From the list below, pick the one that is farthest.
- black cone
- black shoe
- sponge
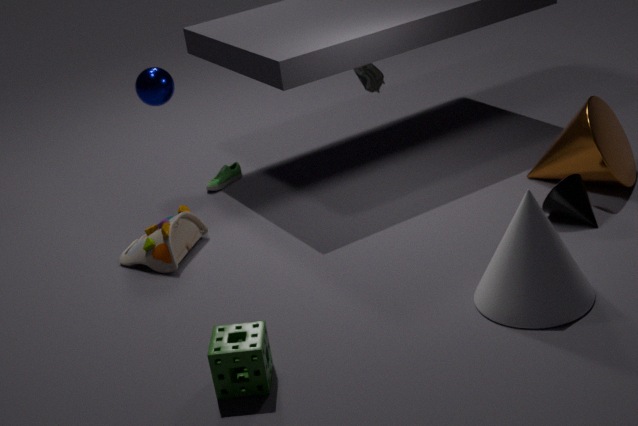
black shoe
